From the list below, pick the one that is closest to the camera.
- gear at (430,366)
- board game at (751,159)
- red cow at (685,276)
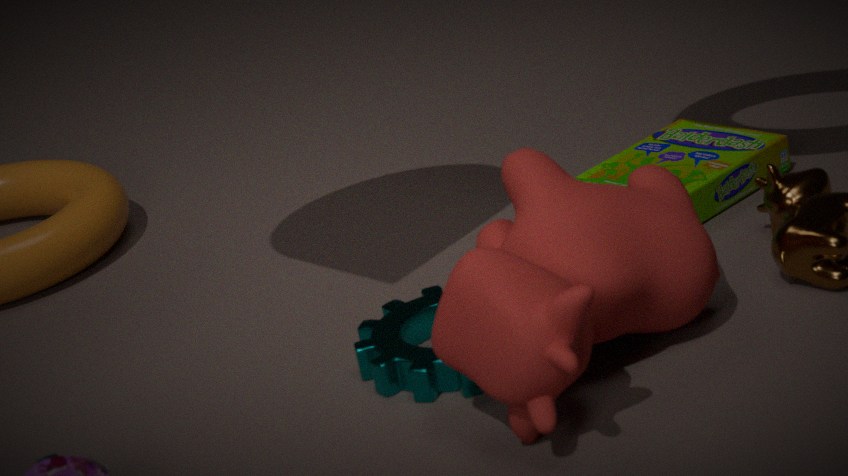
red cow at (685,276)
